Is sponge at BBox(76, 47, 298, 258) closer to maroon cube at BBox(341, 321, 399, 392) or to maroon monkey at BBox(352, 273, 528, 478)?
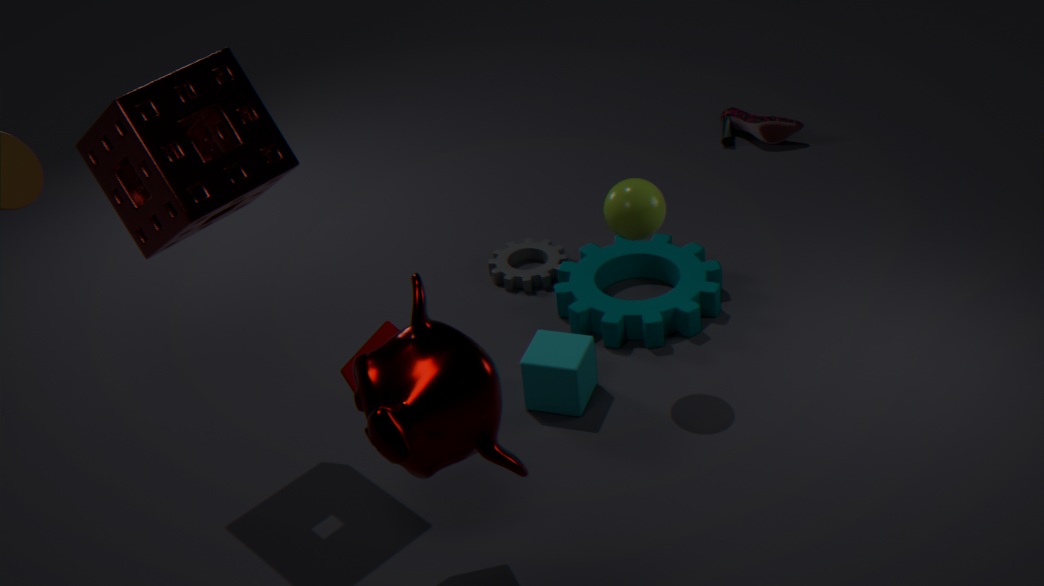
maroon cube at BBox(341, 321, 399, 392)
